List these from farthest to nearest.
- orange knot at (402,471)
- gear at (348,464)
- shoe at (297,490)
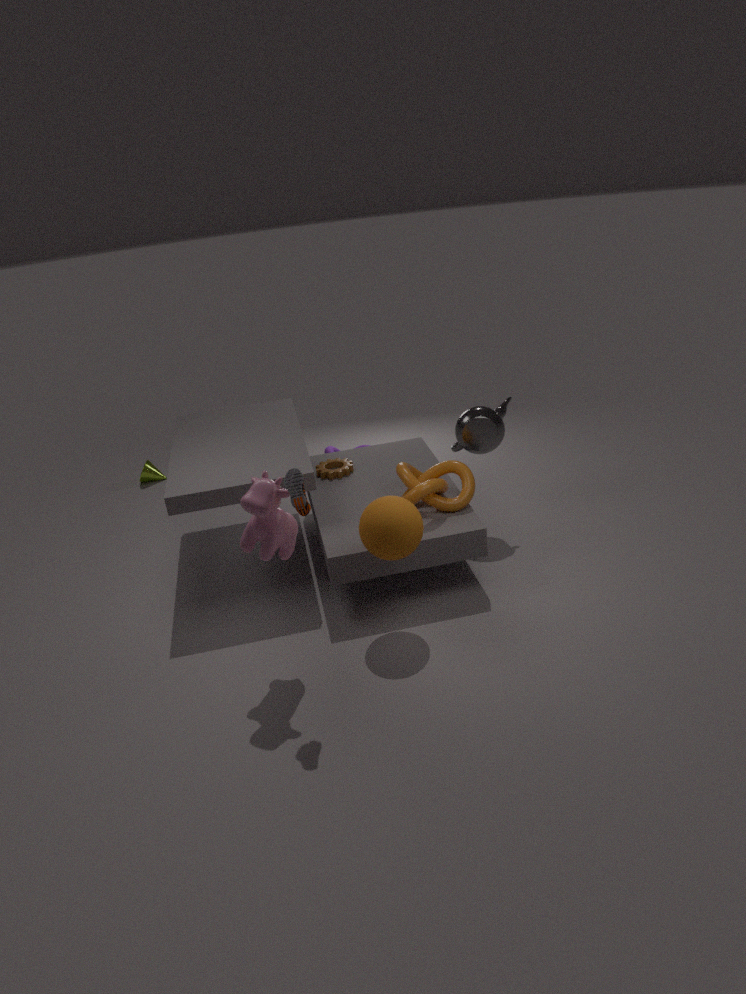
gear at (348,464), orange knot at (402,471), shoe at (297,490)
